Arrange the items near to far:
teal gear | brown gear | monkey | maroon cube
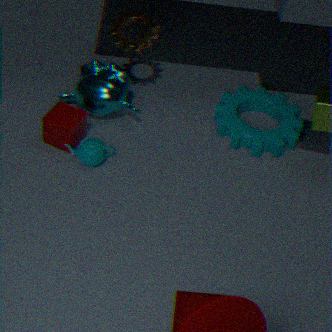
1. maroon cube
2. brown gear
3. monkey
4. teal gear
